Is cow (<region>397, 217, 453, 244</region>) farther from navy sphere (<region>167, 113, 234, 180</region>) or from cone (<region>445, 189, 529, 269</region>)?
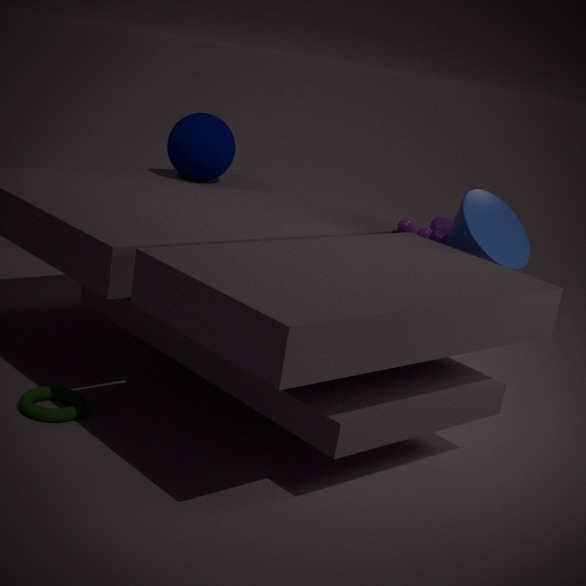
navy sphere (<region>167, 113, 234, 180</region>)
